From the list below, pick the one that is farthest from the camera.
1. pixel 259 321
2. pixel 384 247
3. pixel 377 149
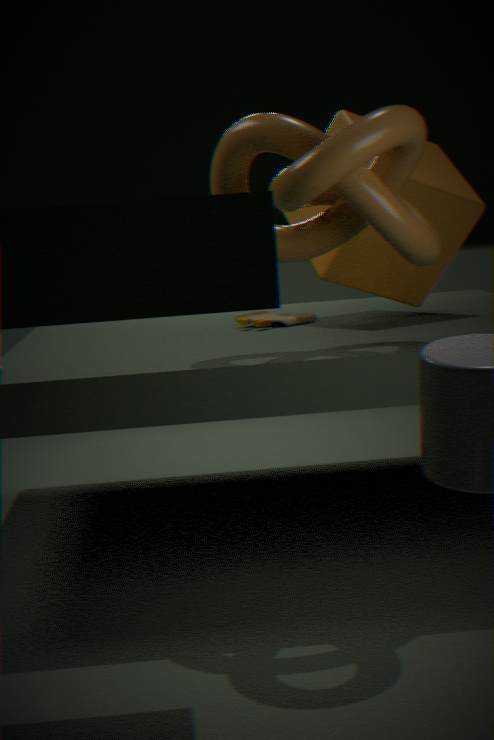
pixel 384 247
